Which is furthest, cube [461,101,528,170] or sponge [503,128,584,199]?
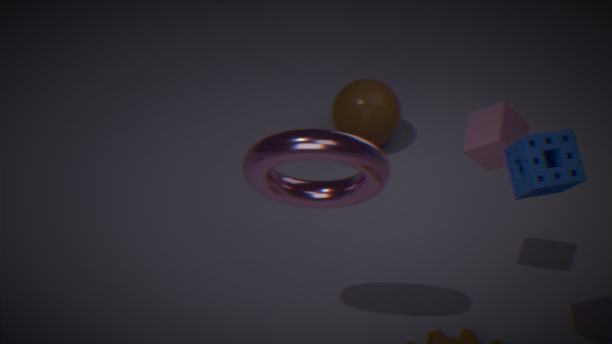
cube [461,101,528,170]
